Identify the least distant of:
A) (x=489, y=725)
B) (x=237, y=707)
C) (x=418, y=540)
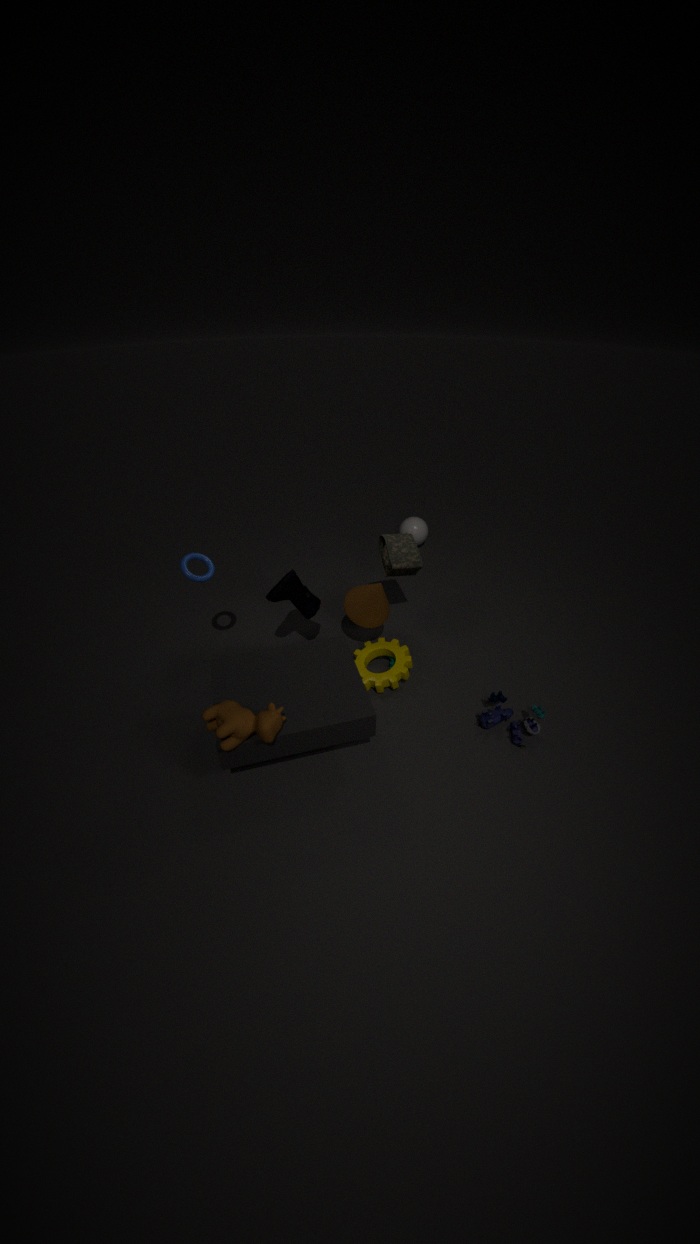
(x=237, y=707)
